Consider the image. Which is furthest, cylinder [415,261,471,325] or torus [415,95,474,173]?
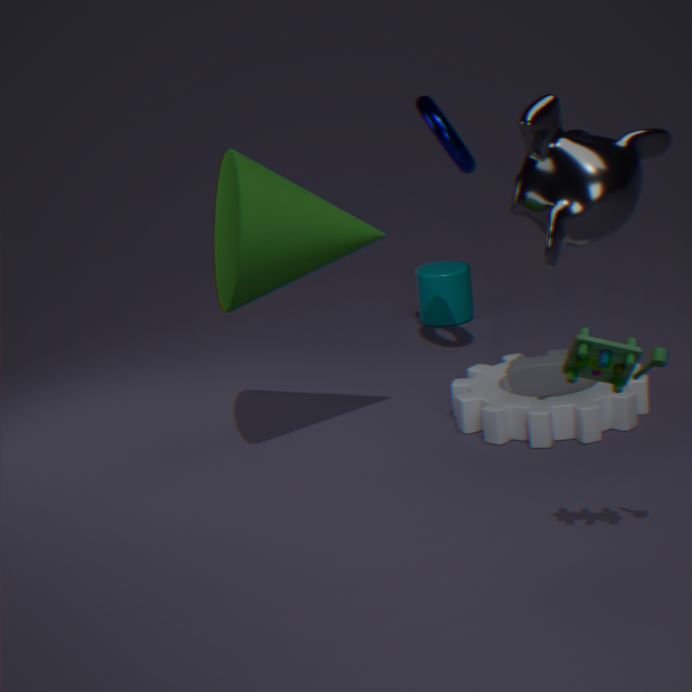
cylinder [415,261,471,325]
